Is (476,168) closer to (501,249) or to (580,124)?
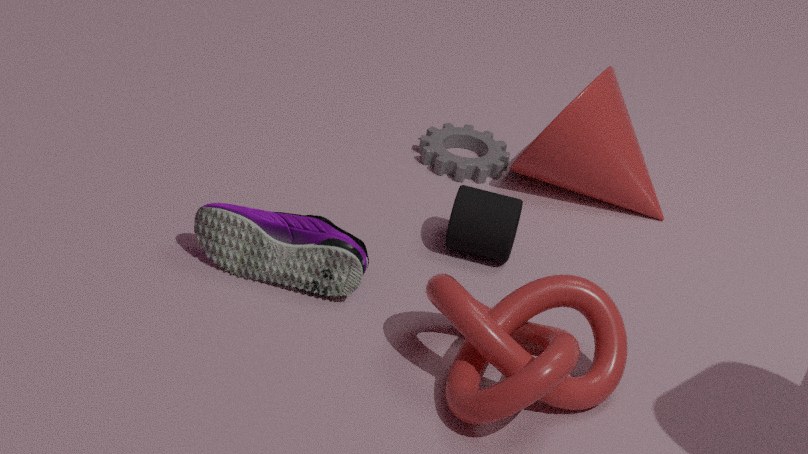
(580,124)
